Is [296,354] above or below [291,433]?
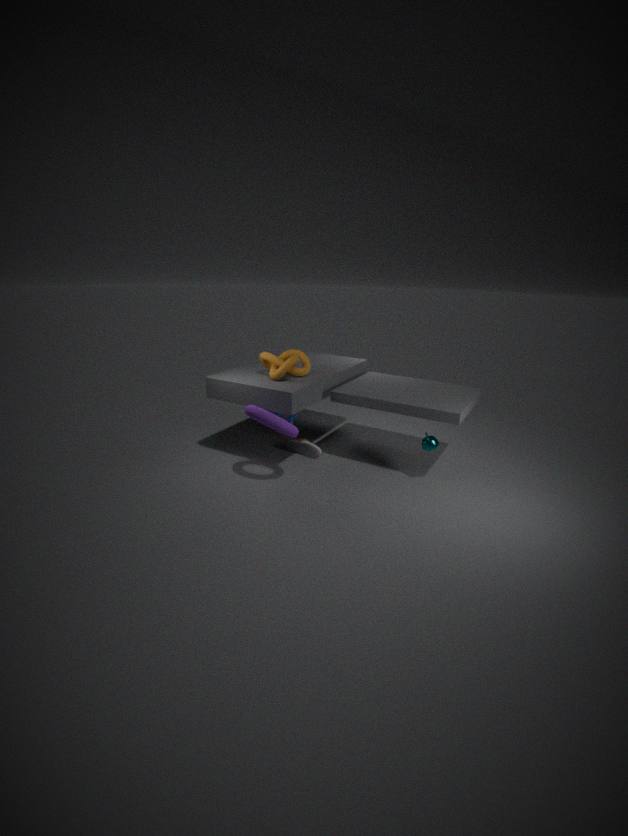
above
